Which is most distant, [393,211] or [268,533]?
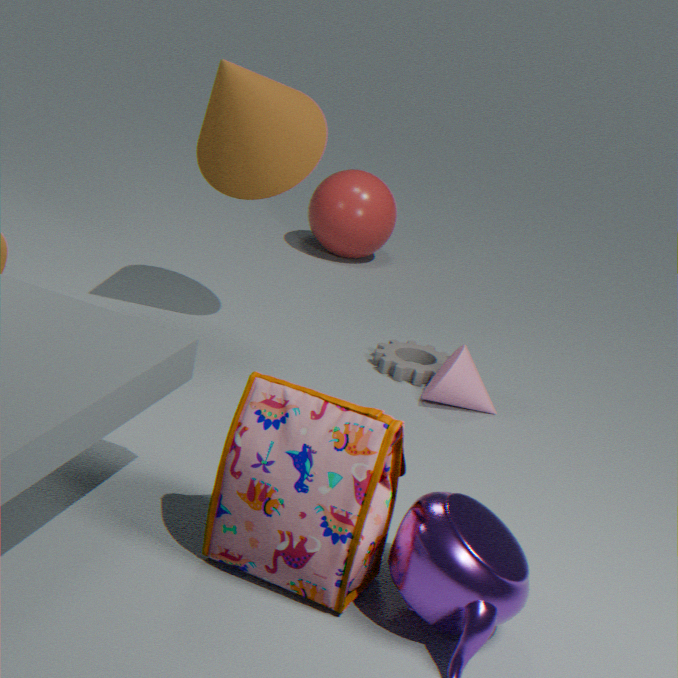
[393,211]
